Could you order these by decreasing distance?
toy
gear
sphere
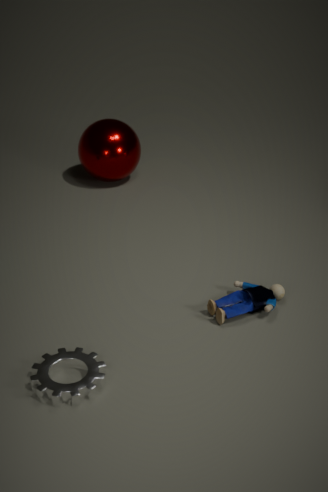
sphere → toy → gear
